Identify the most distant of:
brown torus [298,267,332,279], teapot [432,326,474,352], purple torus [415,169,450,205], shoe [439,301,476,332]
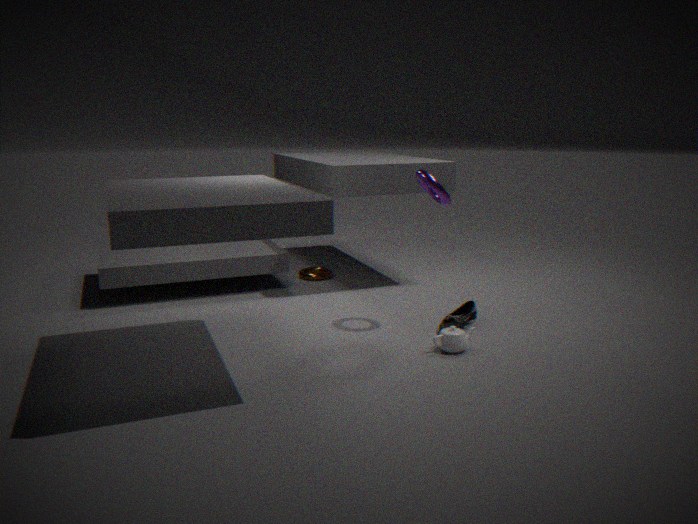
brown torus [298,267,332,279]
